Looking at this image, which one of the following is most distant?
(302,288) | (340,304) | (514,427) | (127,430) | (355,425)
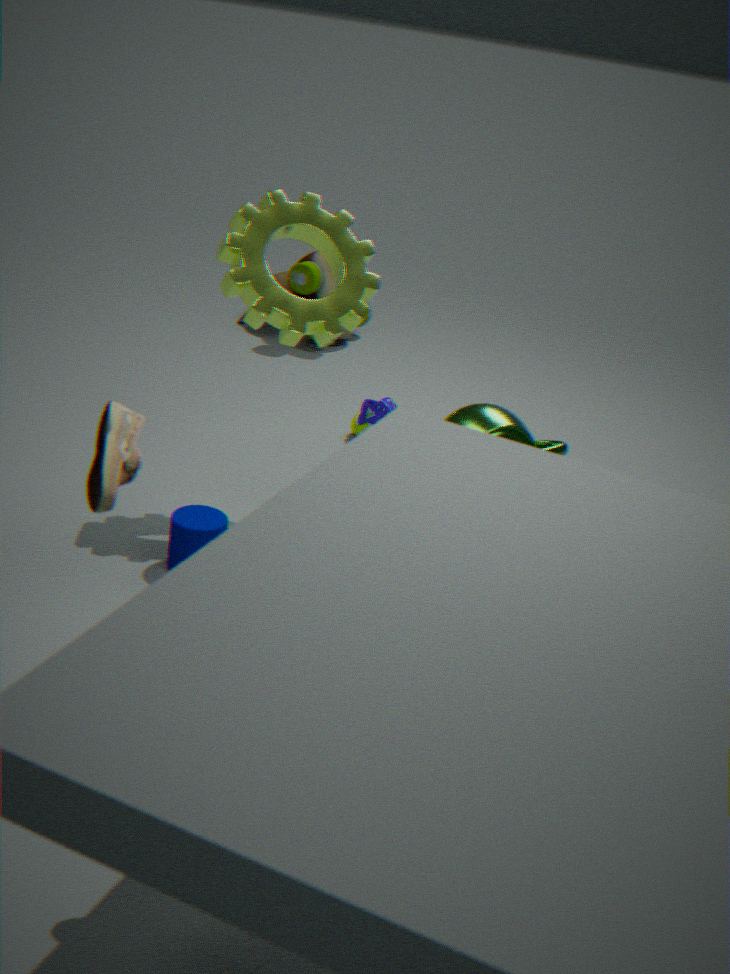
(302,288)
